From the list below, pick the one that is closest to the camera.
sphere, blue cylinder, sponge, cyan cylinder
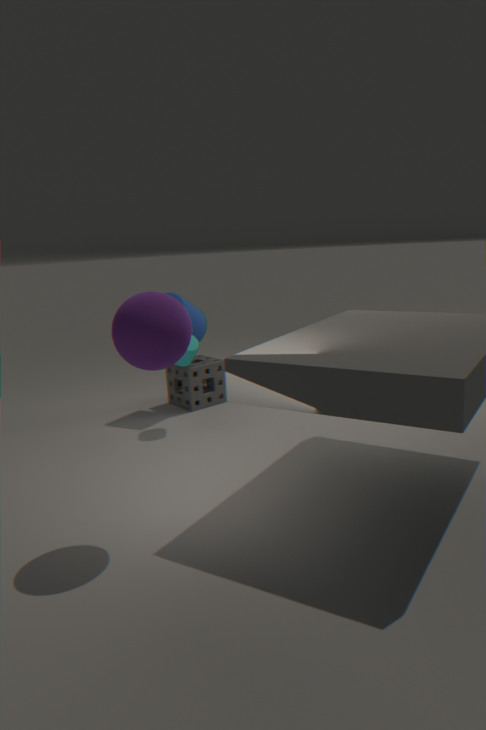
sphere
